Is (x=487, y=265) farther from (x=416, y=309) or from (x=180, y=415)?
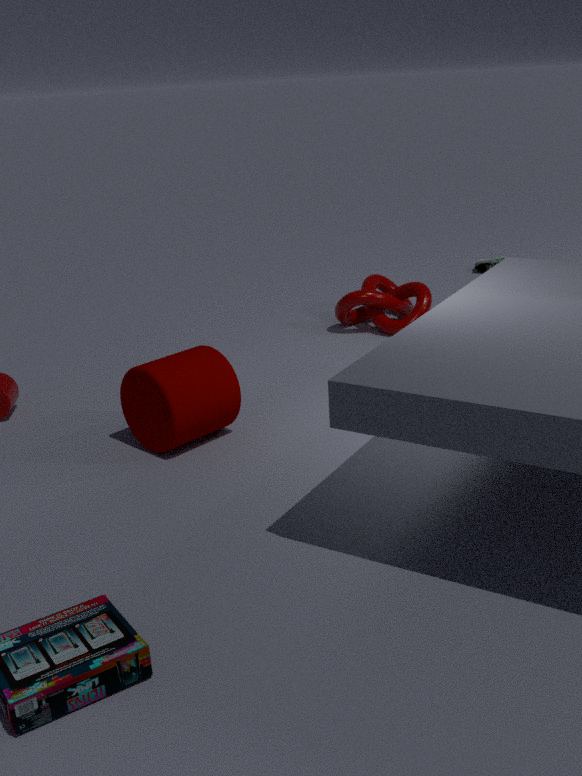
(x=180, y=415)
